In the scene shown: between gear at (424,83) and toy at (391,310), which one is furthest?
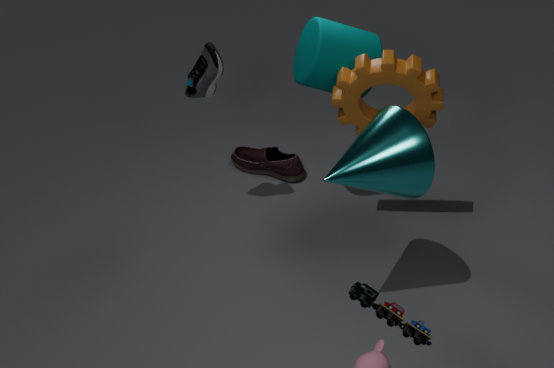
gear at (424,83)
